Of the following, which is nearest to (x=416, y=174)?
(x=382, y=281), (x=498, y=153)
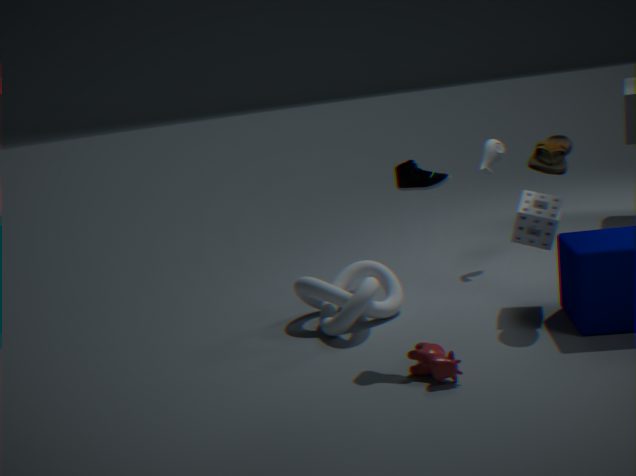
(x=382, y=281)
